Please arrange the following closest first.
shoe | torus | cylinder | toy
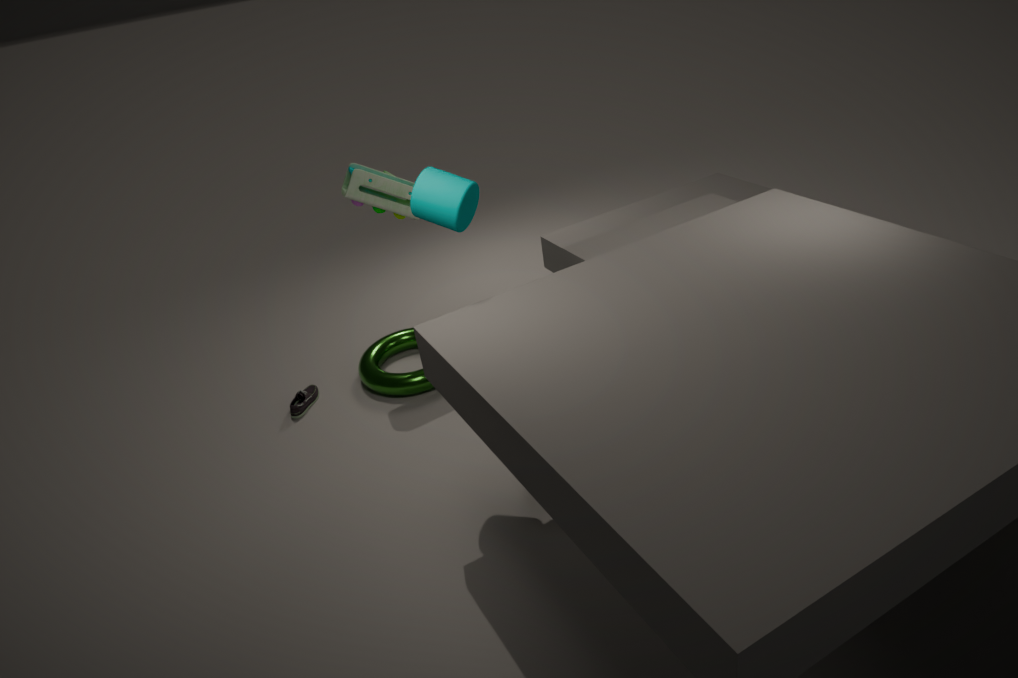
cylinder
toy
torus
shoe
